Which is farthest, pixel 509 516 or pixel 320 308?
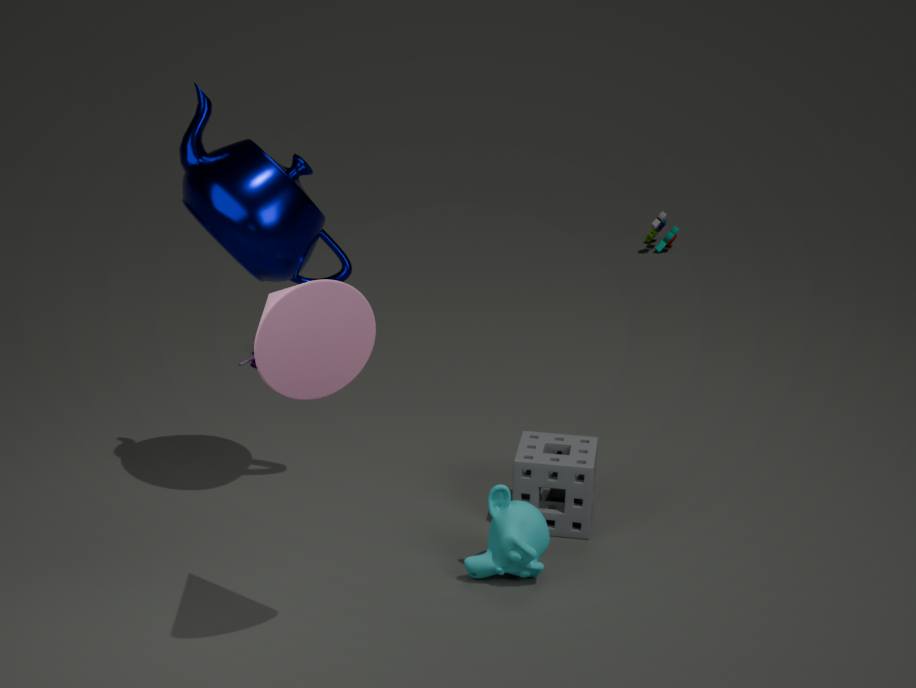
pixel 509 516
